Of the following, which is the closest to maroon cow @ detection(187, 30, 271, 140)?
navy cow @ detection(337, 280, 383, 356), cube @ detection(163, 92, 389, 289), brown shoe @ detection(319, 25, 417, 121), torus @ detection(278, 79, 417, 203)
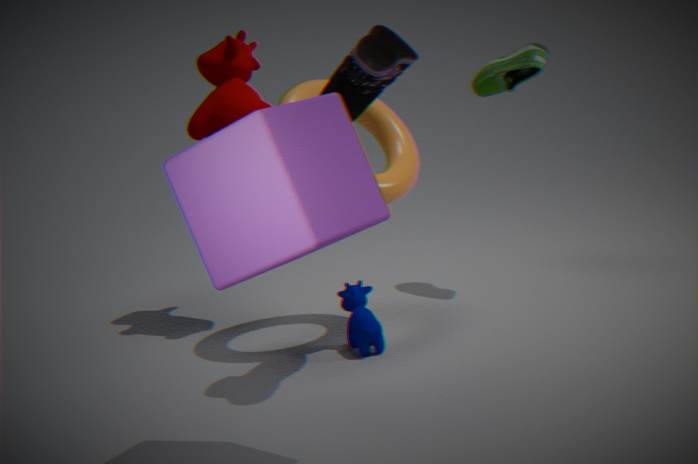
torus @ detection(278, 79, 417, 203)
